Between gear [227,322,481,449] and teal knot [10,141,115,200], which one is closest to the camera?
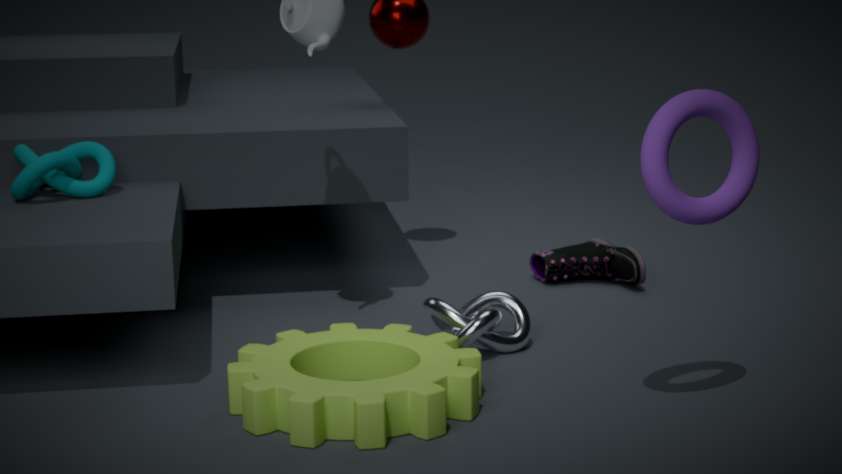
gear [227,322,481,449]
